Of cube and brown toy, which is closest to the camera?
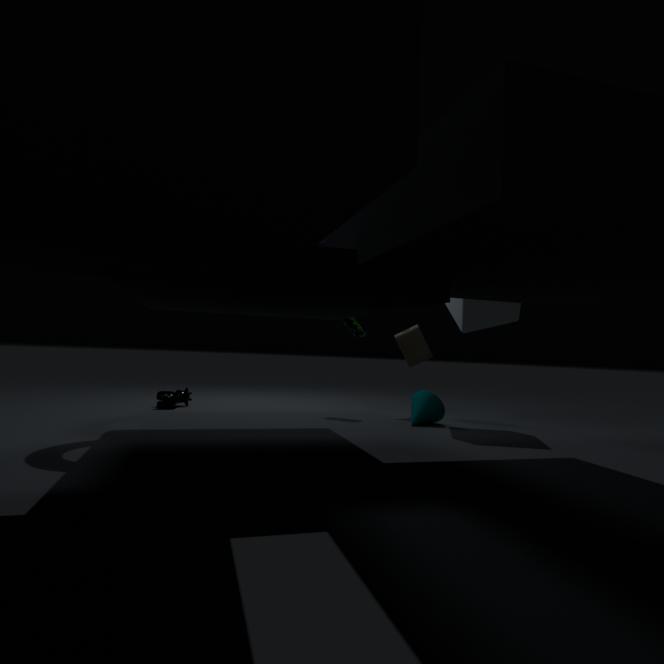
cube
